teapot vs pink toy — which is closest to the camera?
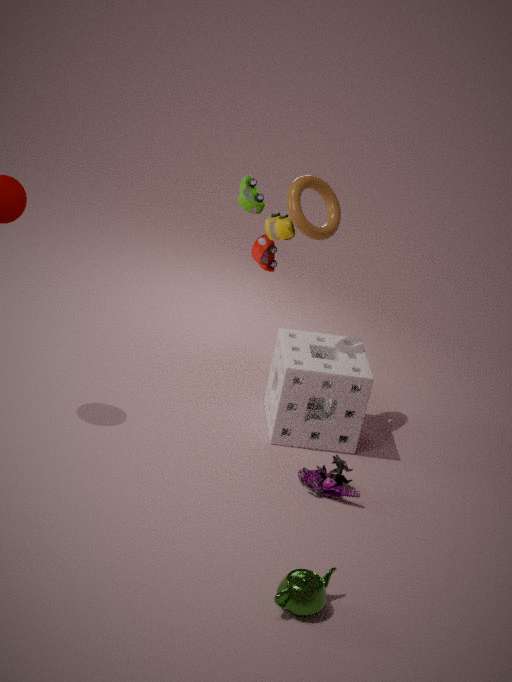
teapot
